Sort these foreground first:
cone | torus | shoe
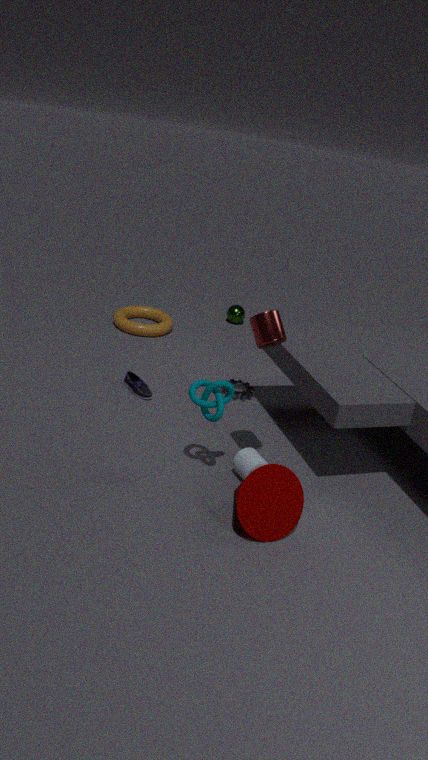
cone < shoe < torus
